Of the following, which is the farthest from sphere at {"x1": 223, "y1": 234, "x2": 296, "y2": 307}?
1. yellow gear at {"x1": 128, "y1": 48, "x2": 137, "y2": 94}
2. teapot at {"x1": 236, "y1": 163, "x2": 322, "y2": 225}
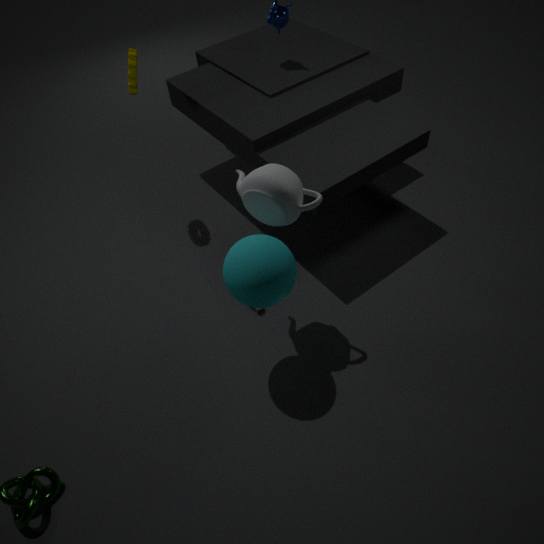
yellow gear at {"x1": 128, "y1": 48, "x2": 137, "y2": 94}
